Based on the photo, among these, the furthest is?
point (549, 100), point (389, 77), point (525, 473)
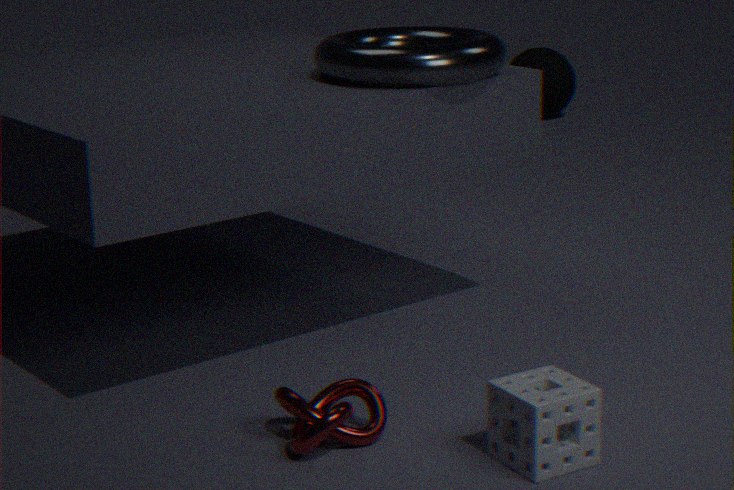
point (549, 100)
